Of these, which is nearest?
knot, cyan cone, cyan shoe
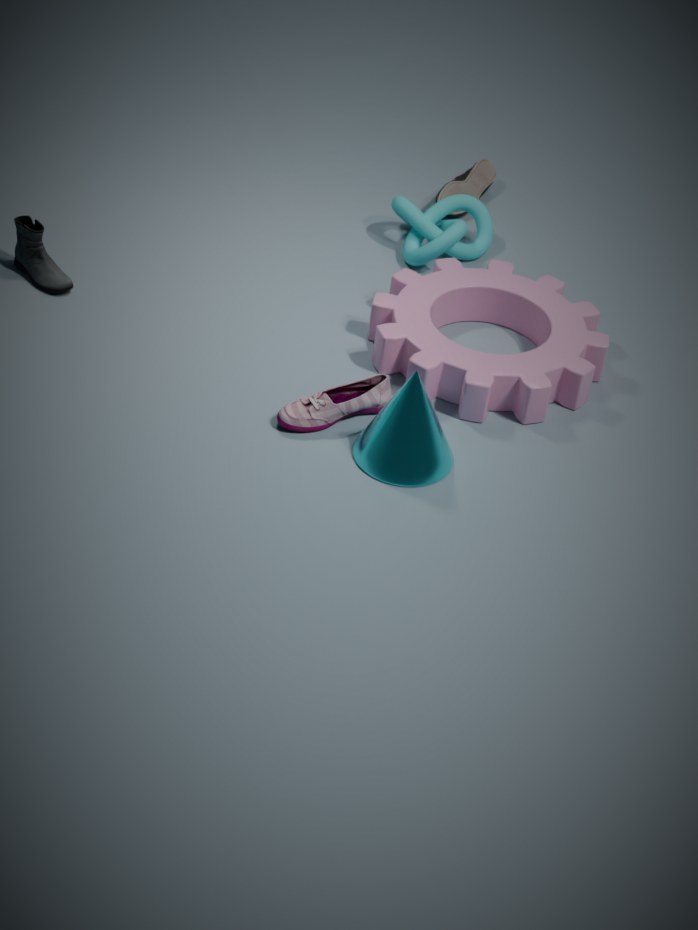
cyan cone
